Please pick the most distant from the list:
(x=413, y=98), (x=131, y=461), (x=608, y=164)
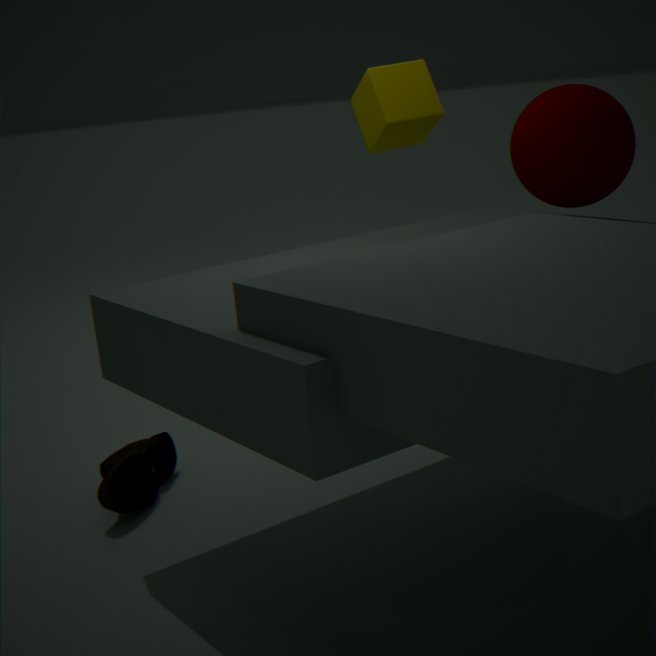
(x=131, y=461)
